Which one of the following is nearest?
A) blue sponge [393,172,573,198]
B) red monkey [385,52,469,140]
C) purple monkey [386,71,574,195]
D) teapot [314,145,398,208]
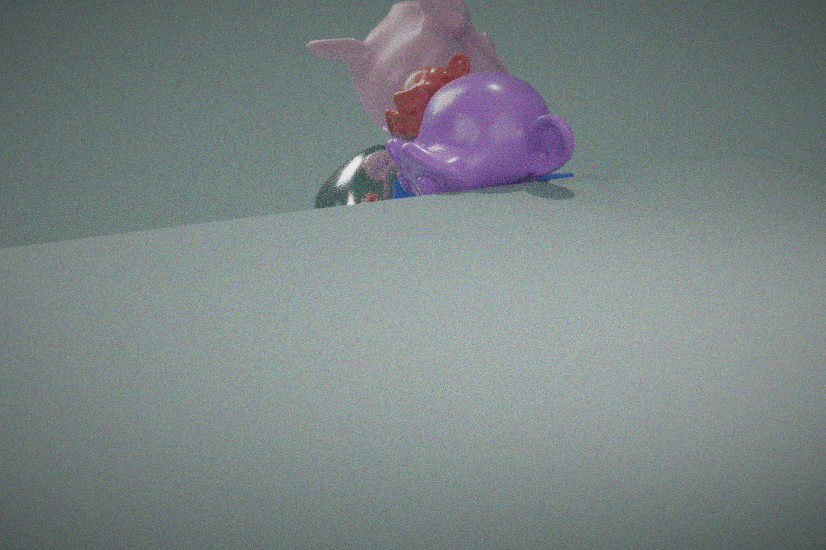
purple monkey [386,71,574,195]
